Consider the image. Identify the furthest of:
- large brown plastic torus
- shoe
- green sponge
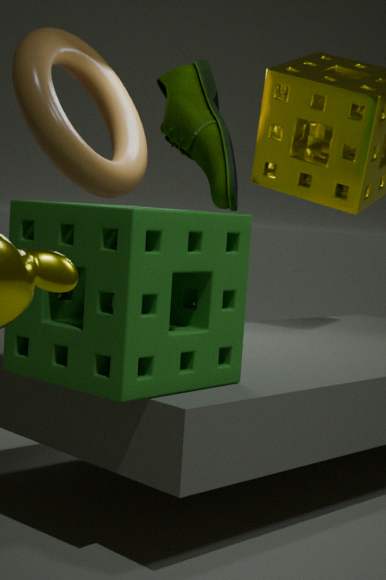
large brown plastic torus
